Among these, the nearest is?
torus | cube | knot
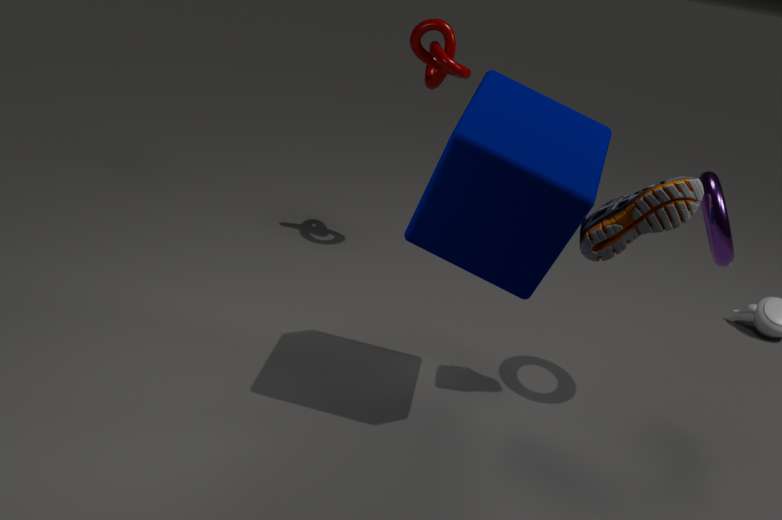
cube
